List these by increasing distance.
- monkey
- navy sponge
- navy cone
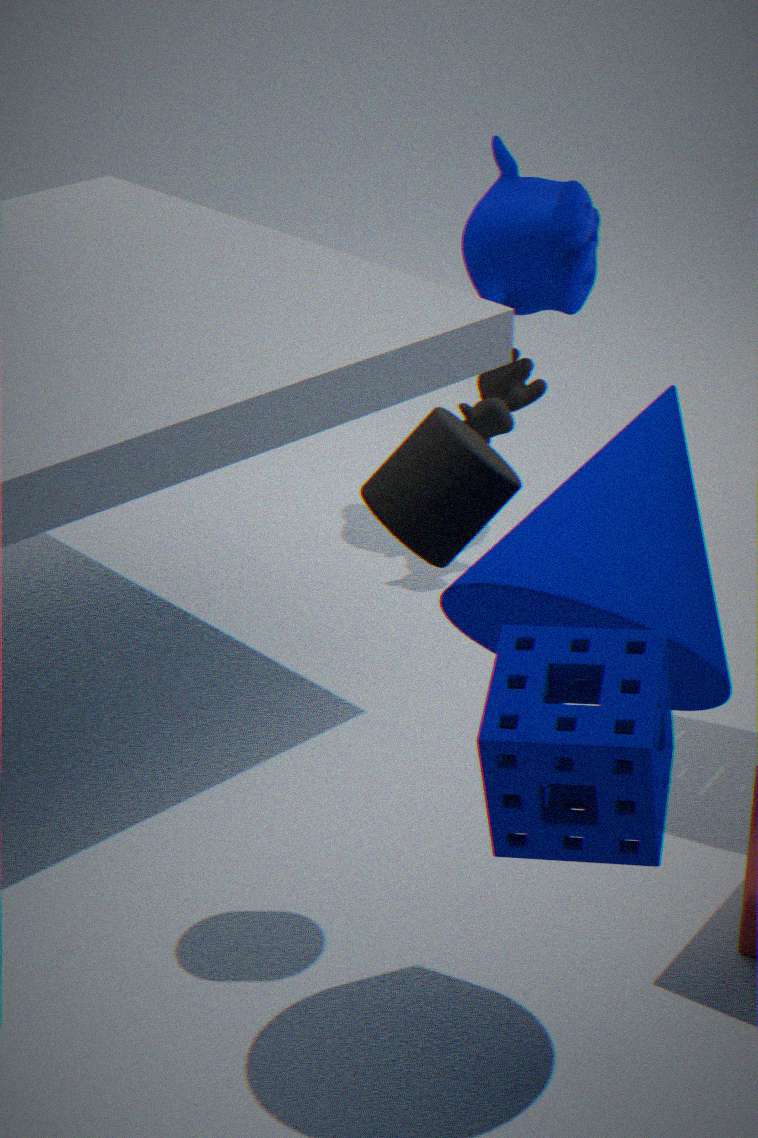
navy sponge
navy cone
monkey
